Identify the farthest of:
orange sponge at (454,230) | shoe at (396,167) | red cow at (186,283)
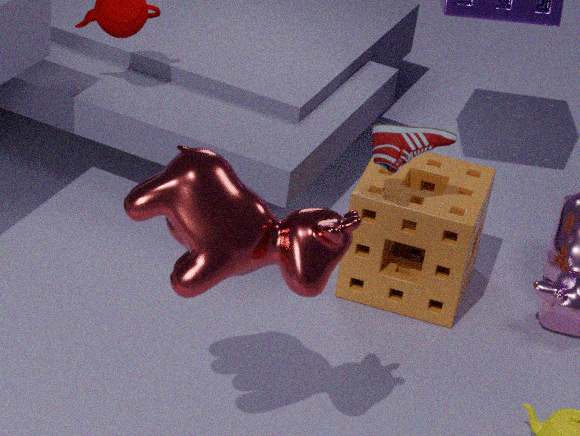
orange sponge at (454,230)
